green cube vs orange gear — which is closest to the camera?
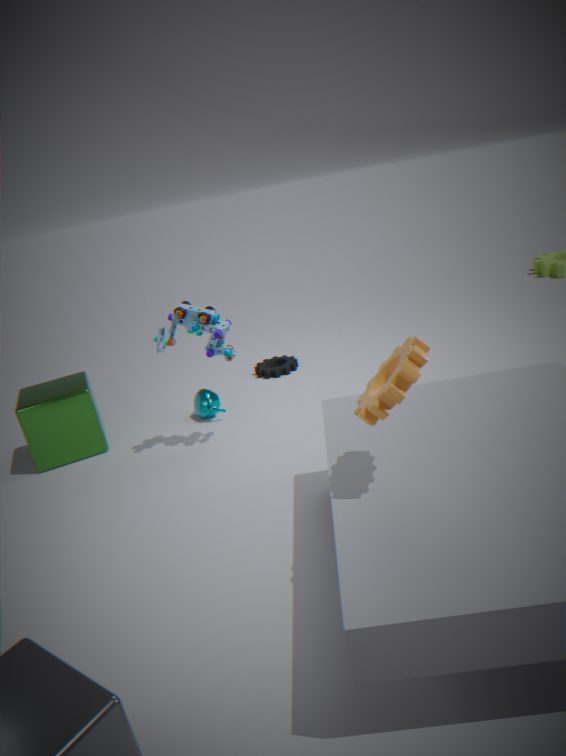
orange gear
